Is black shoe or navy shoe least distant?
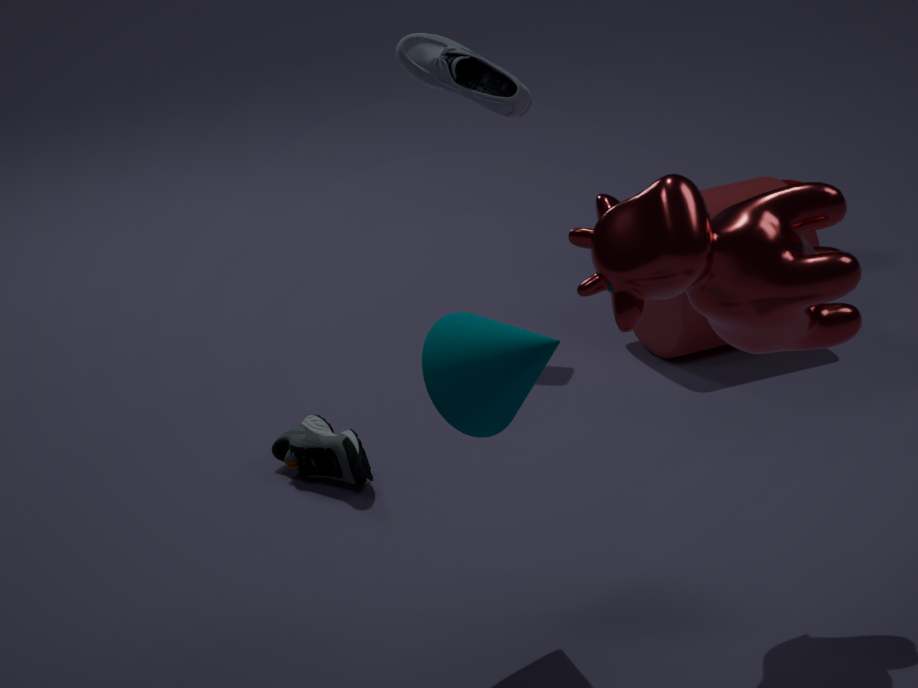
black shoe
